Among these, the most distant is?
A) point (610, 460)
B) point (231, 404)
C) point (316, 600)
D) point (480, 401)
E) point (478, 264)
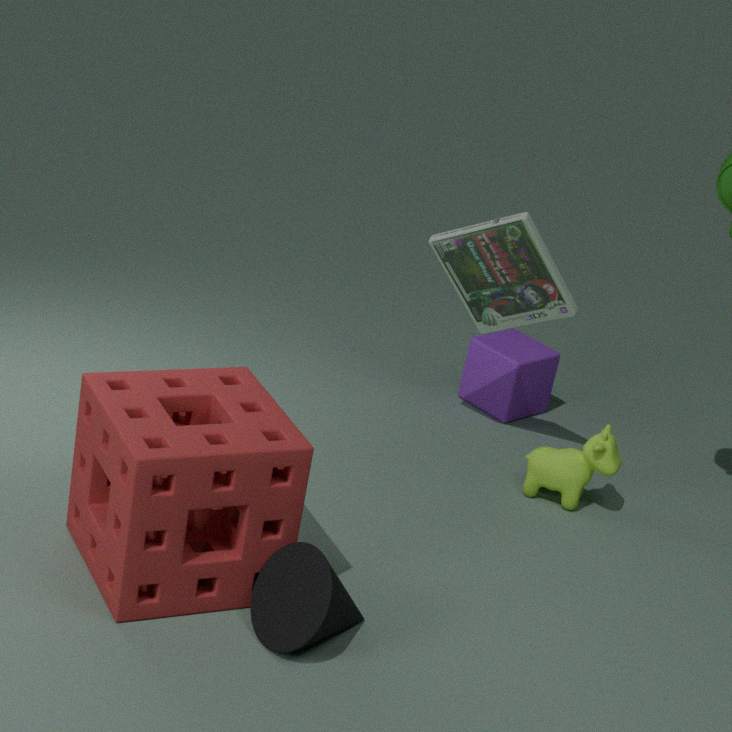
point (480, 401)
